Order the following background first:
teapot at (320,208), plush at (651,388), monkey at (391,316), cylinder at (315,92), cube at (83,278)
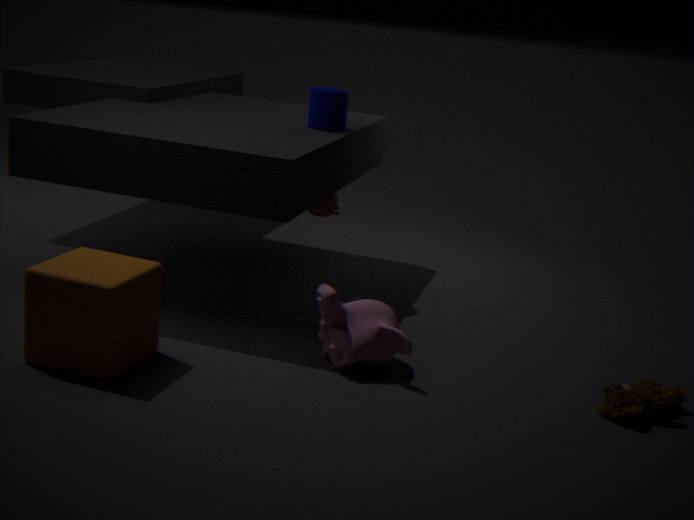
teapot at (320,208), cylinder at (315,92), monkey at (391,316), plush at (651,388), cube at (83,278)
